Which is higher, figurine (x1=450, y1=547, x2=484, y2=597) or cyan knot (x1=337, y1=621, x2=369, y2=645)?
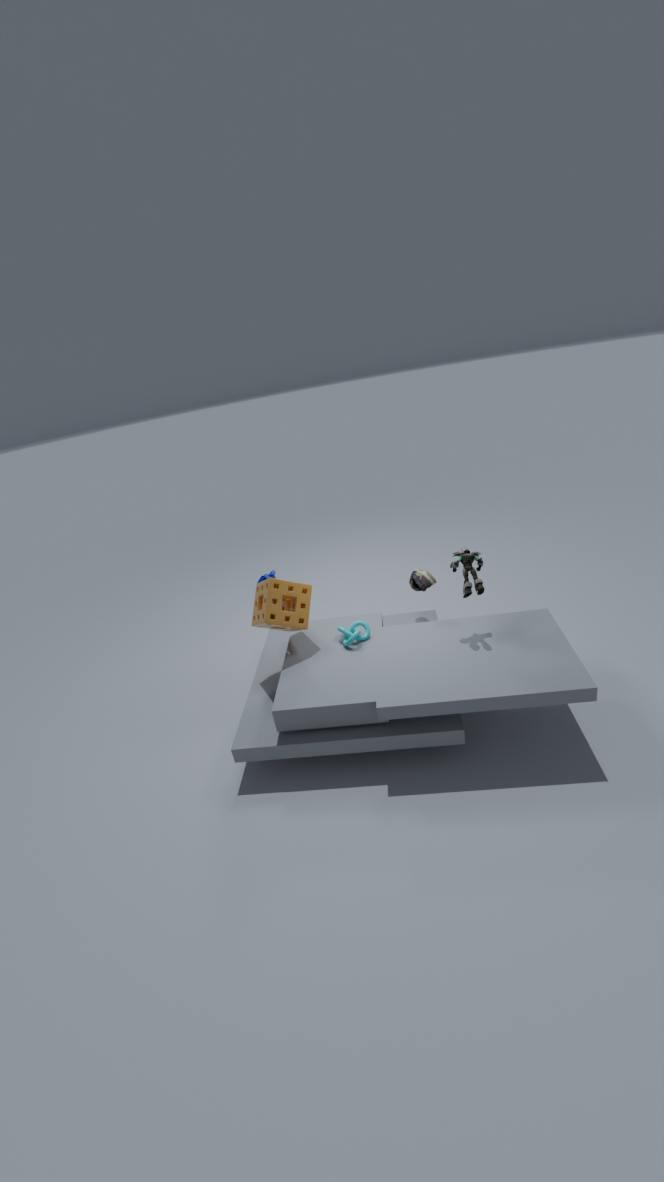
figurine (x1=450, y1=547, x2=484, y2=597)
